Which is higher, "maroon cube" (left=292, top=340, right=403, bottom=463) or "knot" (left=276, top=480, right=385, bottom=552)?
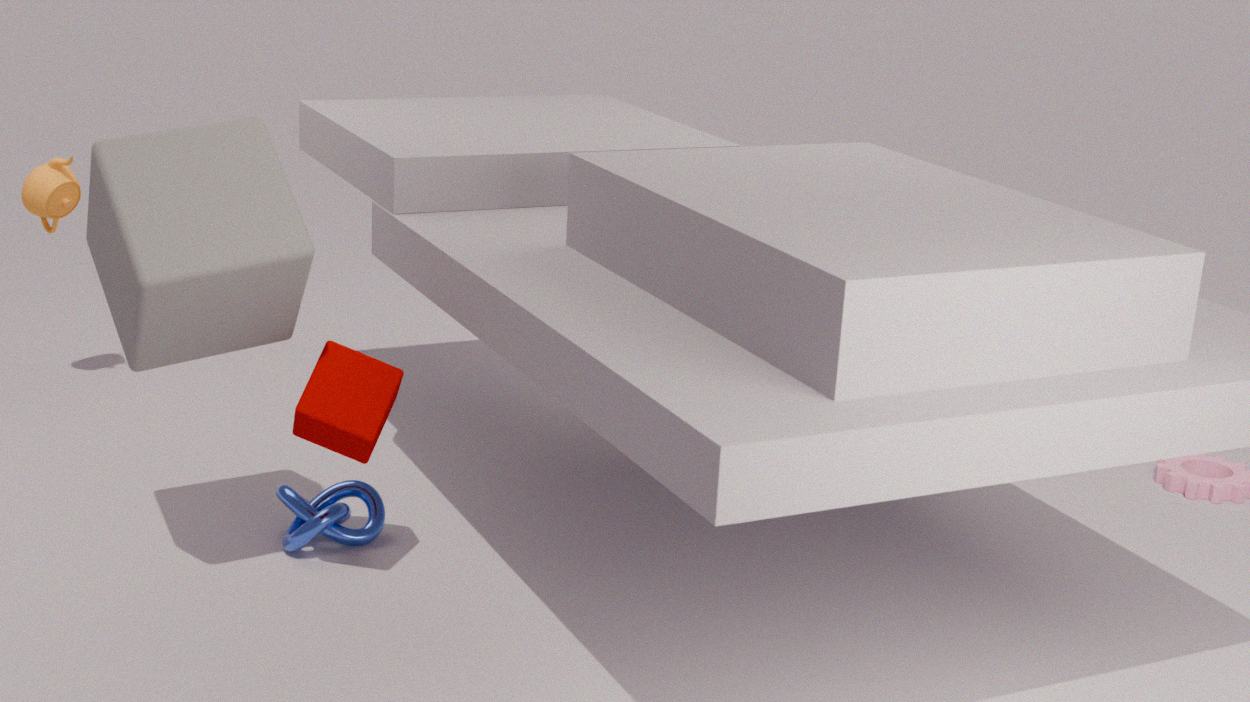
"maroon cube" (left=292, top=340, right=403, bottom=463)
